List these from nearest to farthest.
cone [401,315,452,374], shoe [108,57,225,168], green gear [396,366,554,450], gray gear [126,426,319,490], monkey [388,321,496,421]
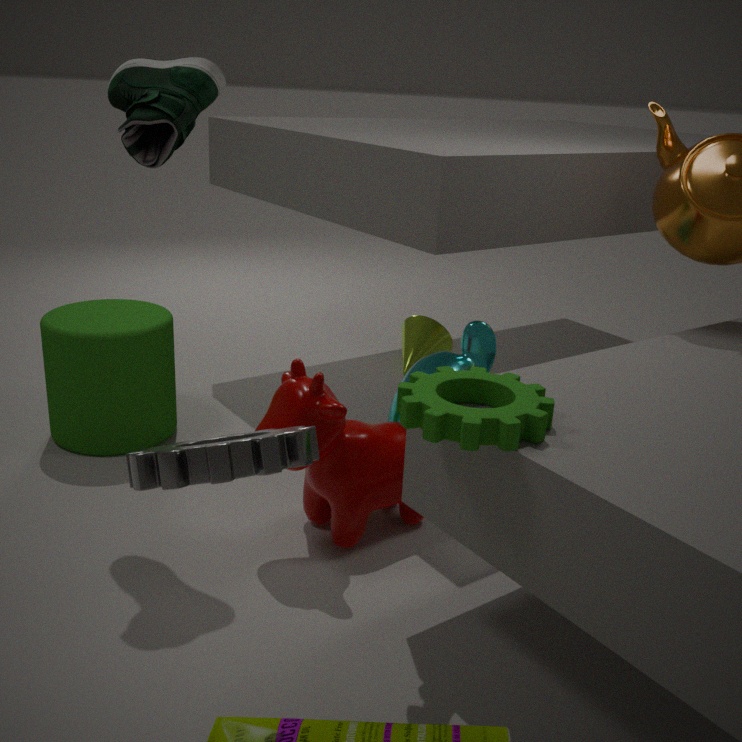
gray gear [126,426,319,490]
green gear [396,366,554,450]
shoe [108,57,225,168]
monkey [388,321,496,421]
cone [401,315,452,374]
